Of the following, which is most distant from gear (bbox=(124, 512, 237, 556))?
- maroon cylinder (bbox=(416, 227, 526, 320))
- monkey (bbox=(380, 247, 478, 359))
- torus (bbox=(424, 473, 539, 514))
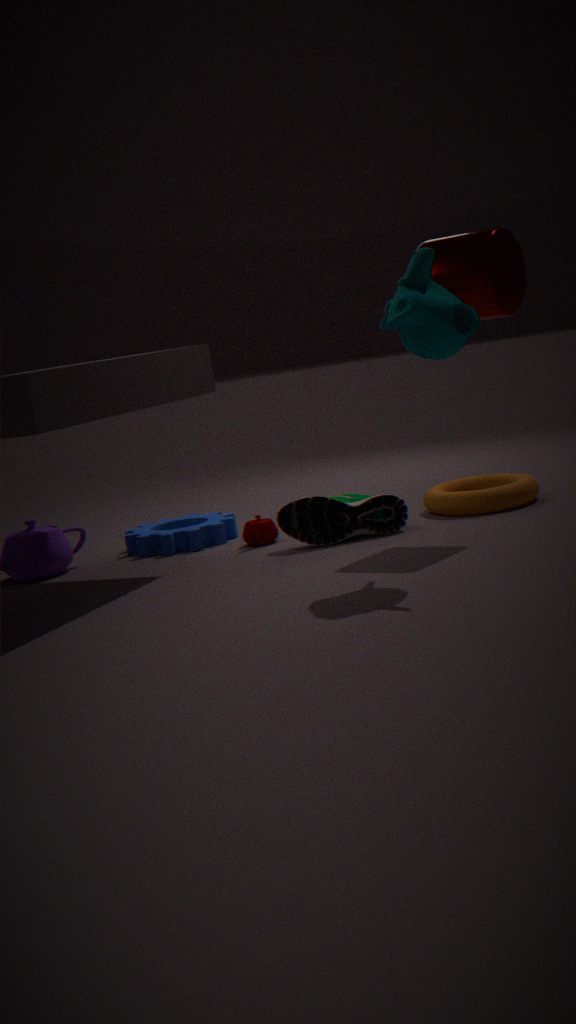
monkey (bbox=(380, 247, 478, 359))
